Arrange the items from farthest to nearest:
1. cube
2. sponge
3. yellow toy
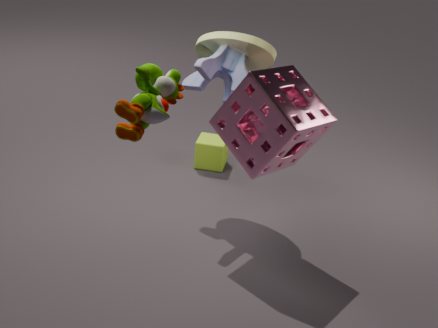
cube < sponge < yellow toy
